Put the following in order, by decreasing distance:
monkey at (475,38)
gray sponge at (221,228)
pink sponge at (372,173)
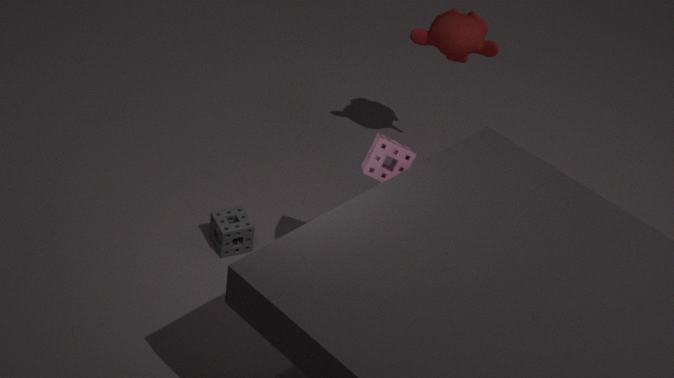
monkey at (475,38) → gray sponge at (221,228) → pink sponge at (372,173)
